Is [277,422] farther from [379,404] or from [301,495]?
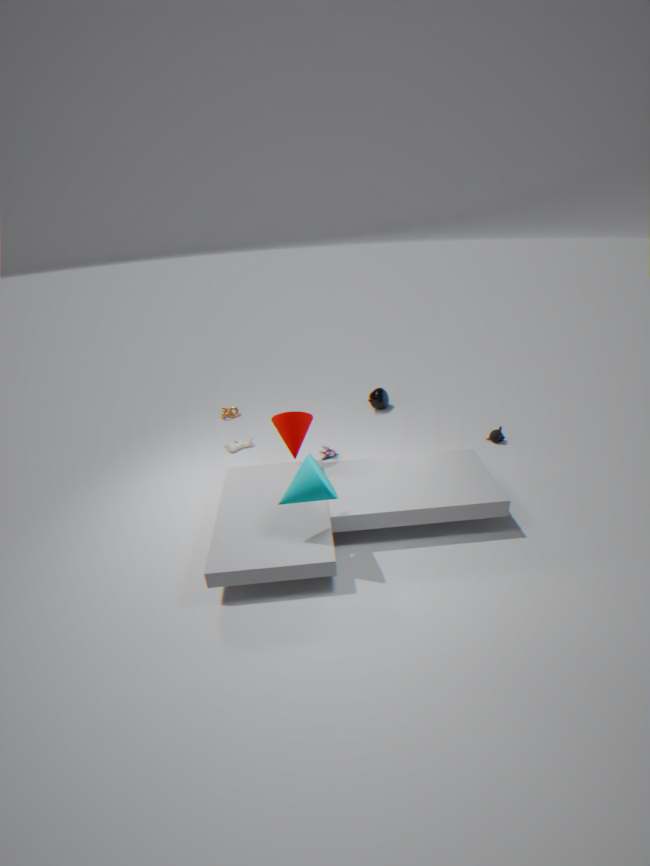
[379,404]
